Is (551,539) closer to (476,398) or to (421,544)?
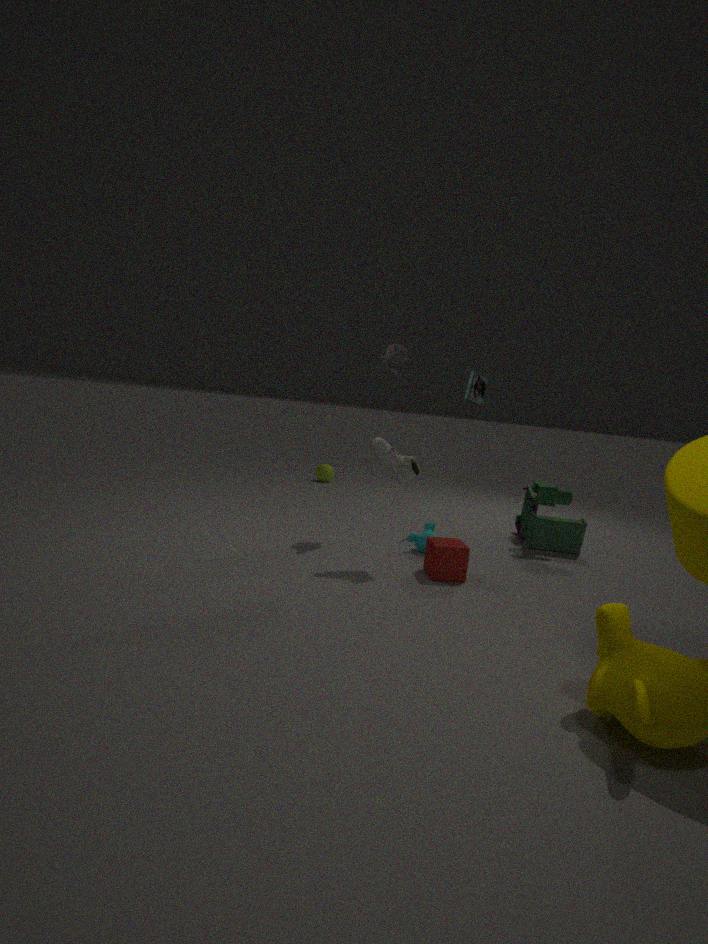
(421,544)
